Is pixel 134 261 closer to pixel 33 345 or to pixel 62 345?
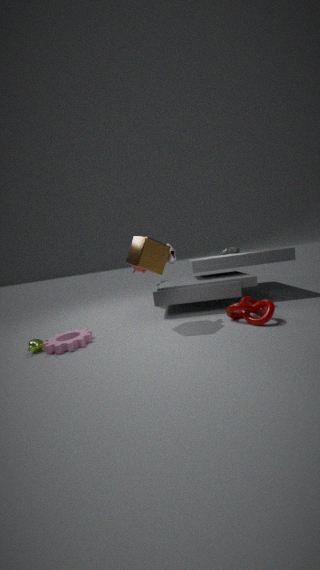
pixel 62 345
